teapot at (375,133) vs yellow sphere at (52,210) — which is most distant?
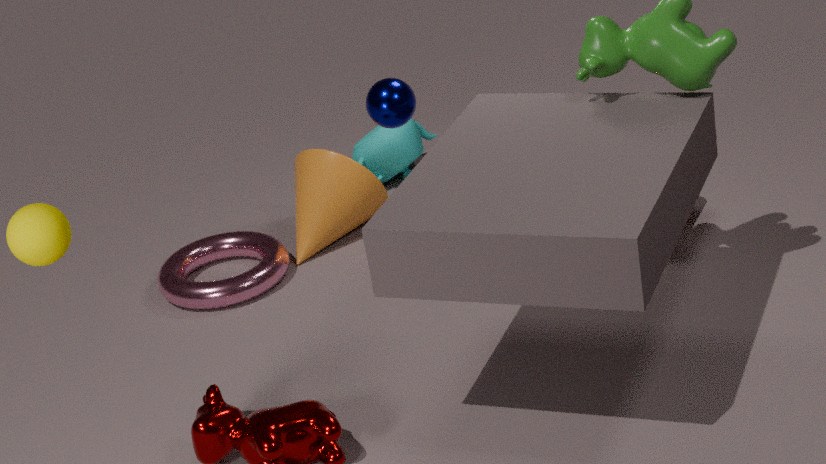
teapot at (375,133)
